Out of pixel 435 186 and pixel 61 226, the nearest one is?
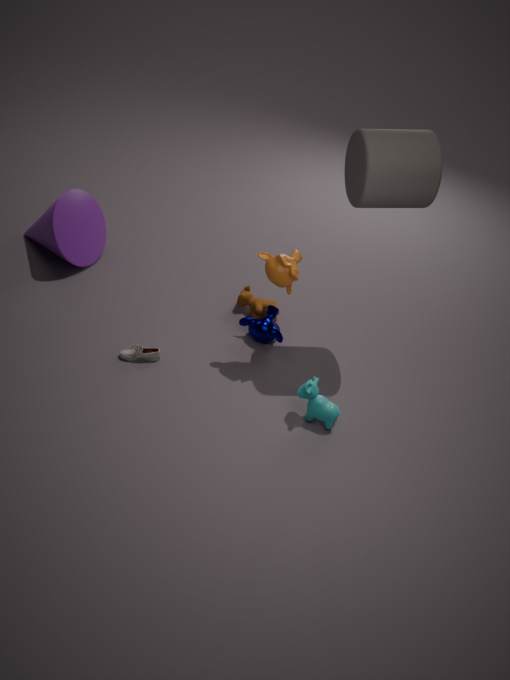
pixel 435 186
